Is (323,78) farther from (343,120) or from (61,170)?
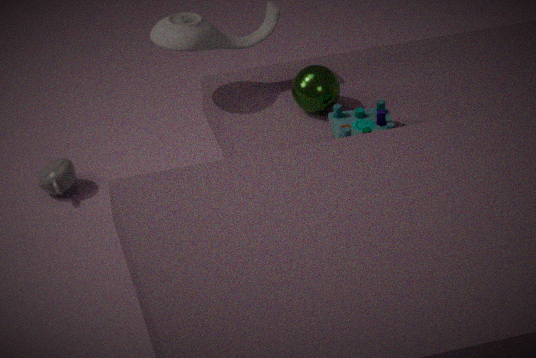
(61,170)
